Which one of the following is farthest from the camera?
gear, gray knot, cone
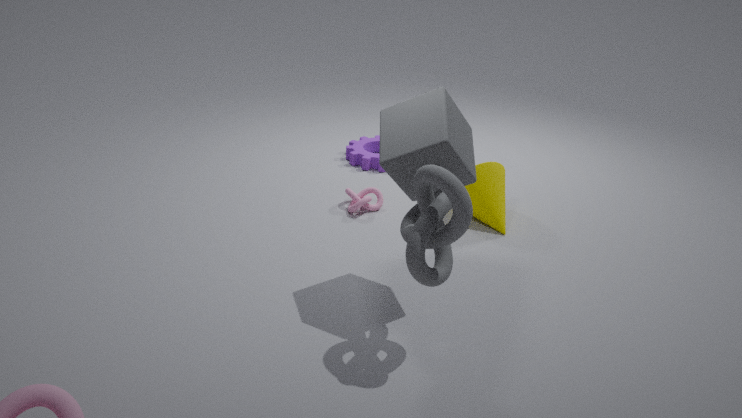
gear
